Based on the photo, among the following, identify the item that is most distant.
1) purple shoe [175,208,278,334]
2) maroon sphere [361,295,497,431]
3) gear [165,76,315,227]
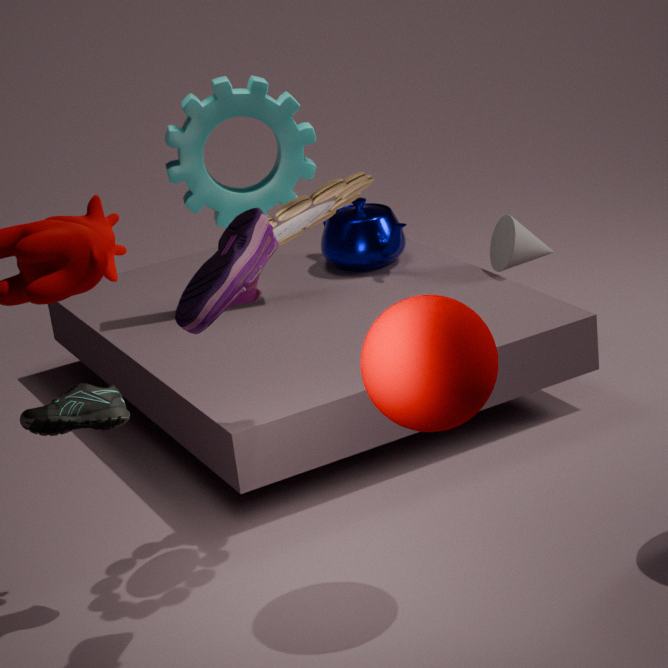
3. gear [165,76,315,227]
